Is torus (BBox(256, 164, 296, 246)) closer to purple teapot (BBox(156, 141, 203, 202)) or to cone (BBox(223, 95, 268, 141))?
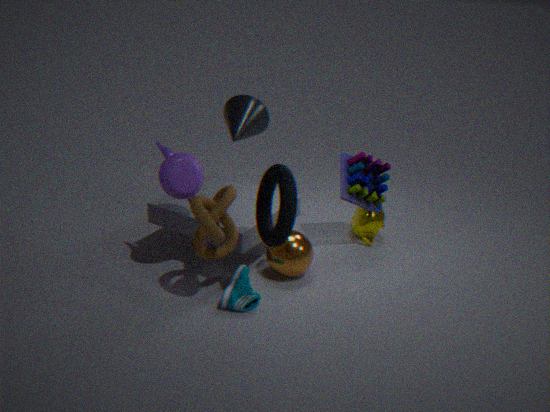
purple teapot (BBox(156, 141, 203, 202))
